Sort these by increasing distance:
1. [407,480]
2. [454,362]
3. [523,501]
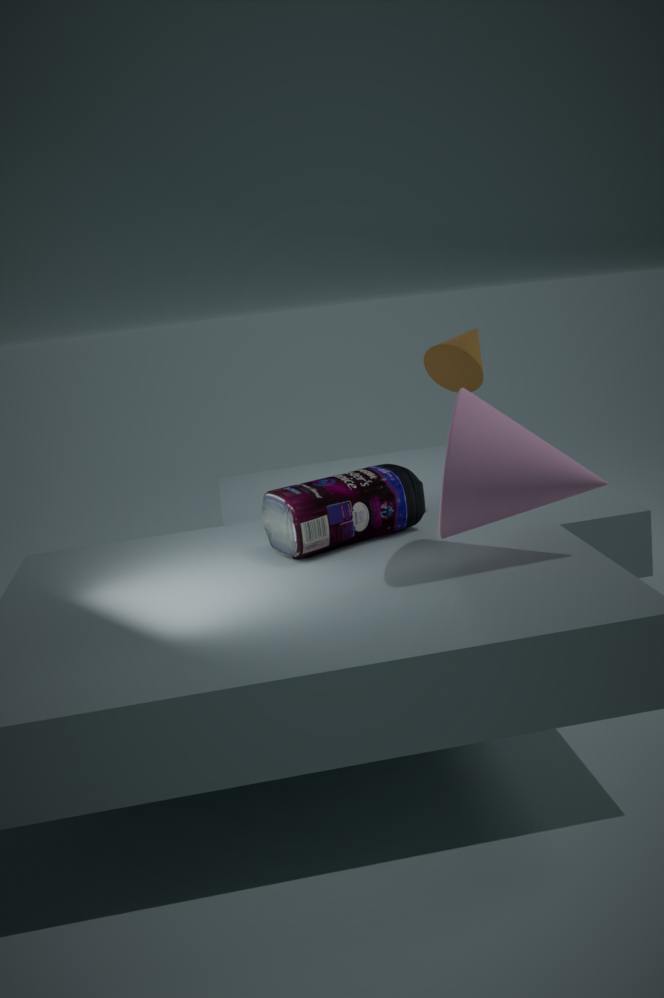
1. [523,501]
2. [407,480]
3. [454,362]
